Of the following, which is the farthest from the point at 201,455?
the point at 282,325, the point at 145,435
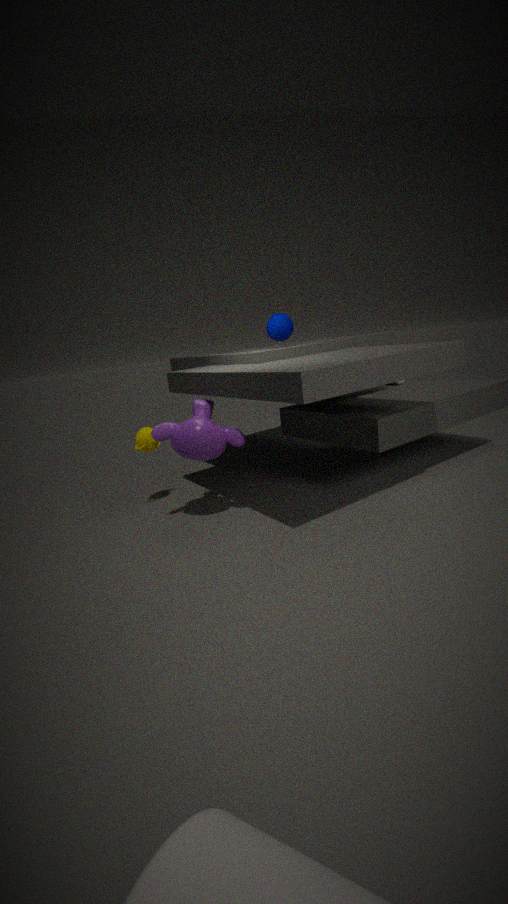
the point at 282,325
